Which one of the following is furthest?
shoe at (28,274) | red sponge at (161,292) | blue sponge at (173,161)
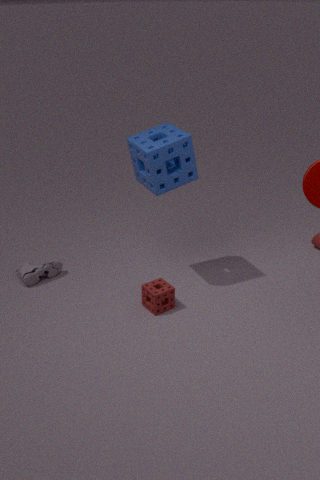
shoe at (28,274)
